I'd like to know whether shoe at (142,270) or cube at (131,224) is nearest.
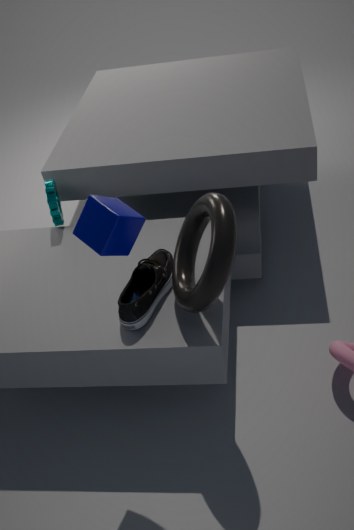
cube at (131,224)
